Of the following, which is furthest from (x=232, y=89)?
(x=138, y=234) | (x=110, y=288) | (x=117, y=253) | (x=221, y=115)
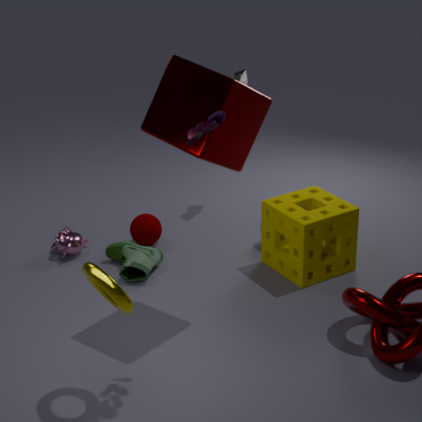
(x=138, y=234)
